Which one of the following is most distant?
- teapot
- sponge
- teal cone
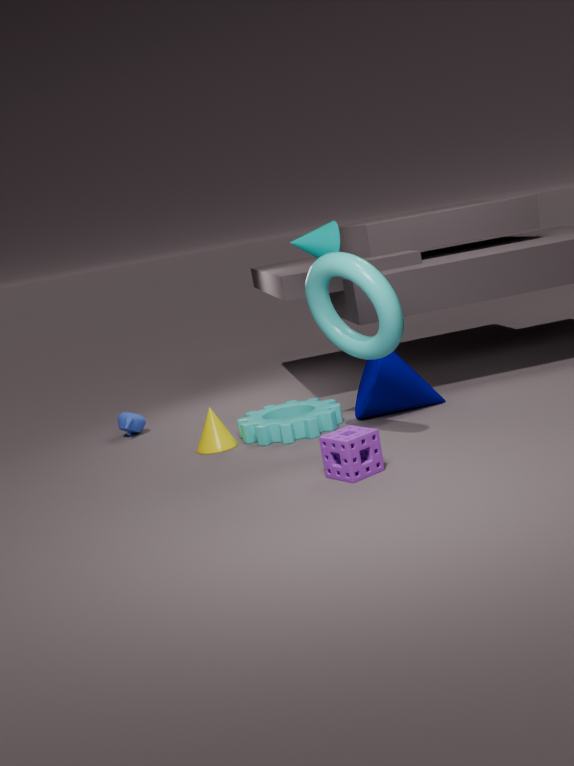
teapot
